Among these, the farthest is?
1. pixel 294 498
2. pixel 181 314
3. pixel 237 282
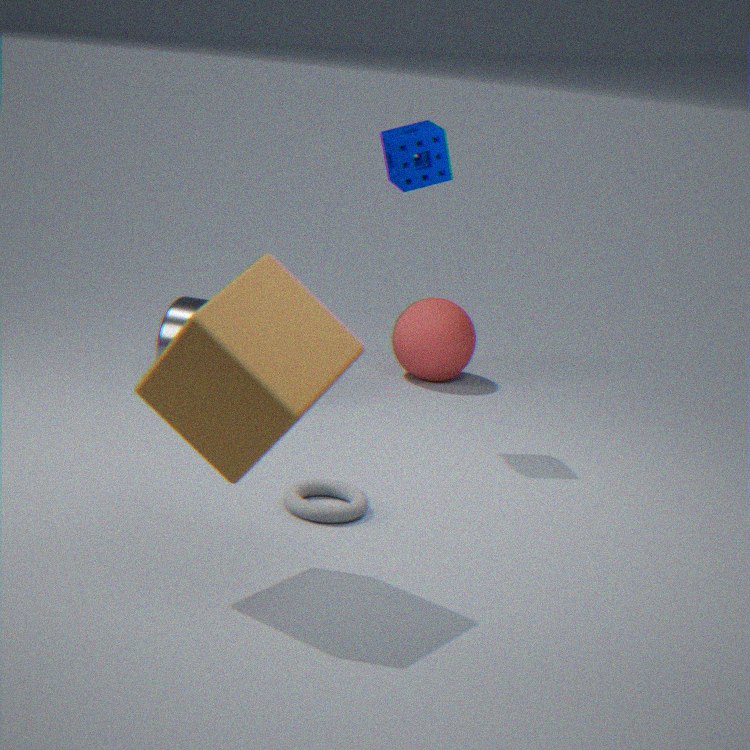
pixel 181 314
